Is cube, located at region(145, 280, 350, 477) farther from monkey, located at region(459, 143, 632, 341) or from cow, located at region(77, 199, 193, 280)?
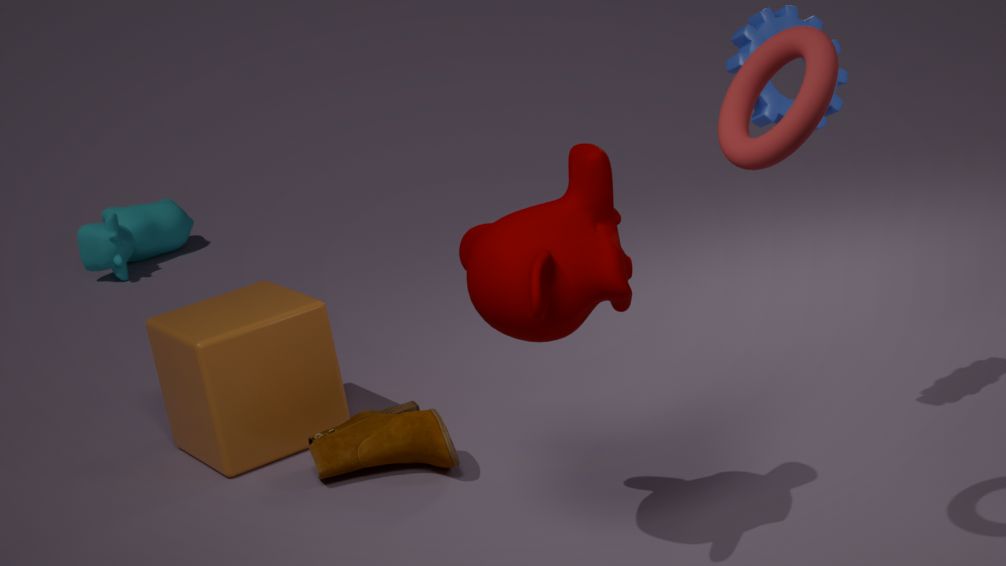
cow, located at region(77, 199, 193, 280)
